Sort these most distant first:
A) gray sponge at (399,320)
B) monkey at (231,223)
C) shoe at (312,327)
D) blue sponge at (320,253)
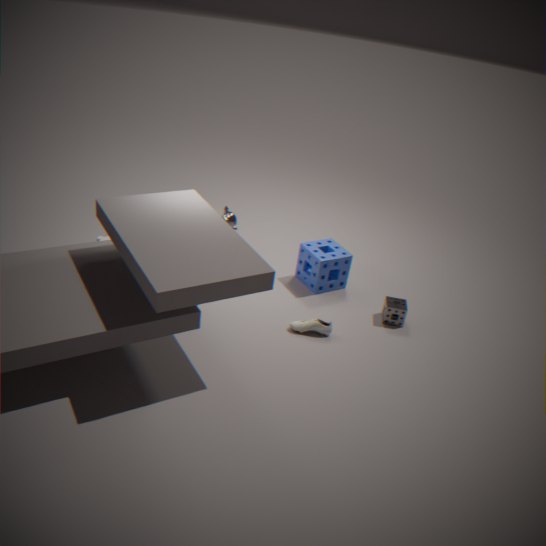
monkey at (231,223)
blue sponge at (320,253)
gray sponge at (399,320)
shoe at (312,327)
